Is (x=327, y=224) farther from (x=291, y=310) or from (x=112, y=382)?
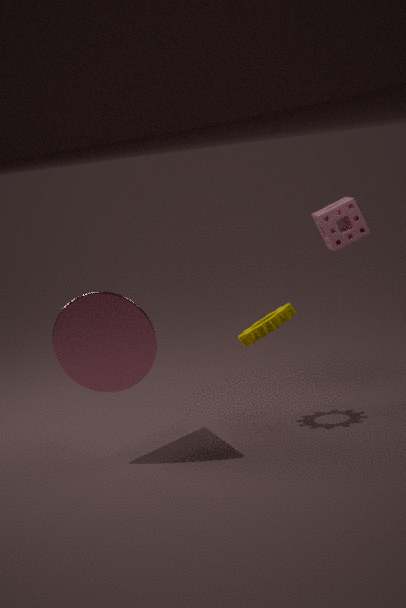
(x=112, y=382)
